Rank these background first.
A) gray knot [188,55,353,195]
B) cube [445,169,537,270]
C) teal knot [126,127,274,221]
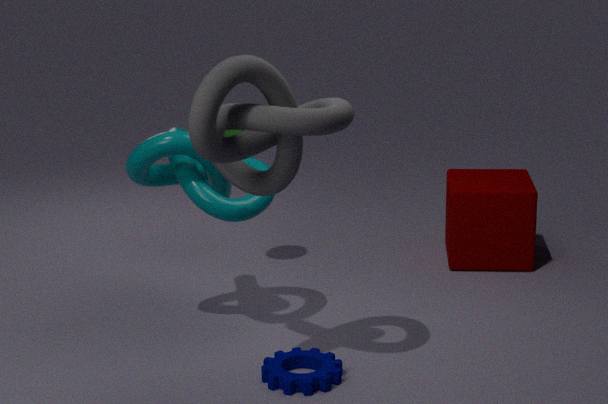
cube [445,169,537,270]
teal knot [126,127,274,221]
gray knot [188,55,353,195]
